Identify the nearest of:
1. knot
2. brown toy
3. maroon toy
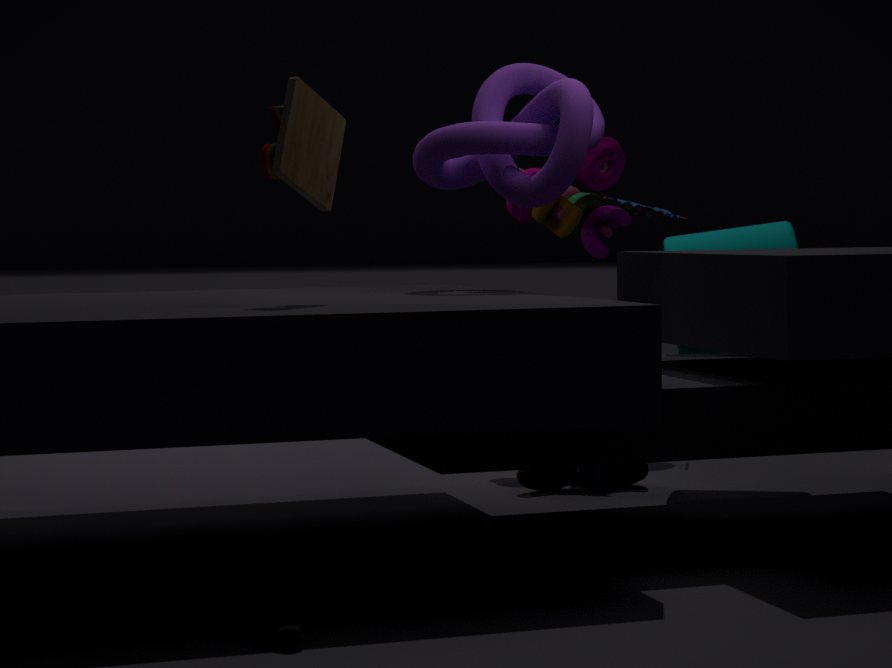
brown toy
